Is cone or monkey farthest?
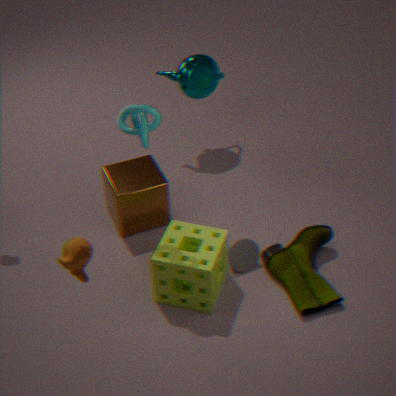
cone
